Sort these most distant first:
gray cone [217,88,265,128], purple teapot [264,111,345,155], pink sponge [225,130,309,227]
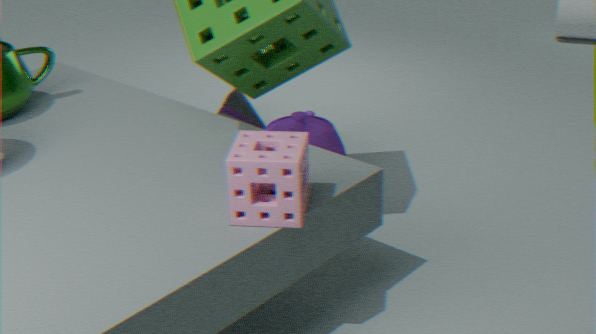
gray cone [217,88,265,128]
purple teapot [264,111,345,155]
pink sponge [225,130,309,227]
